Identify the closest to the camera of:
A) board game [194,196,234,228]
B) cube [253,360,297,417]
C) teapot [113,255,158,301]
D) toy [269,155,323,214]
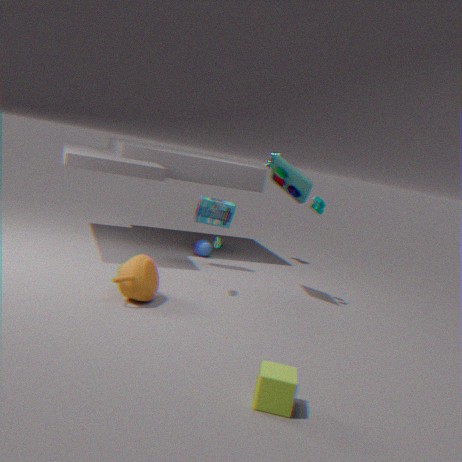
cube [253,360,297,417]
